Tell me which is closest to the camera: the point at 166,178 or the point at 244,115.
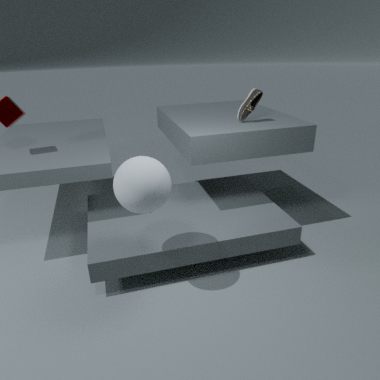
the point at 166,178
